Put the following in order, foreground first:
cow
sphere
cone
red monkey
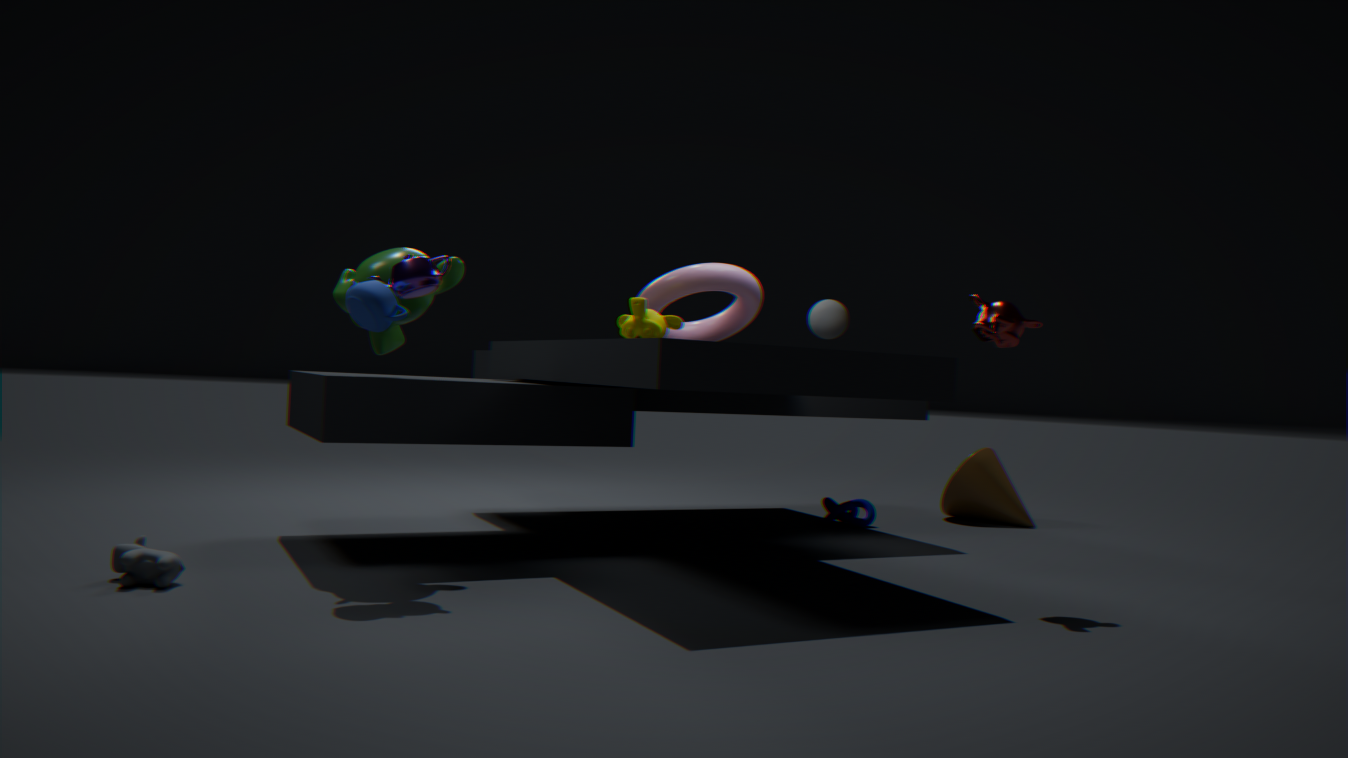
1. cow
2. red monkey
3. sphere
4. cone
